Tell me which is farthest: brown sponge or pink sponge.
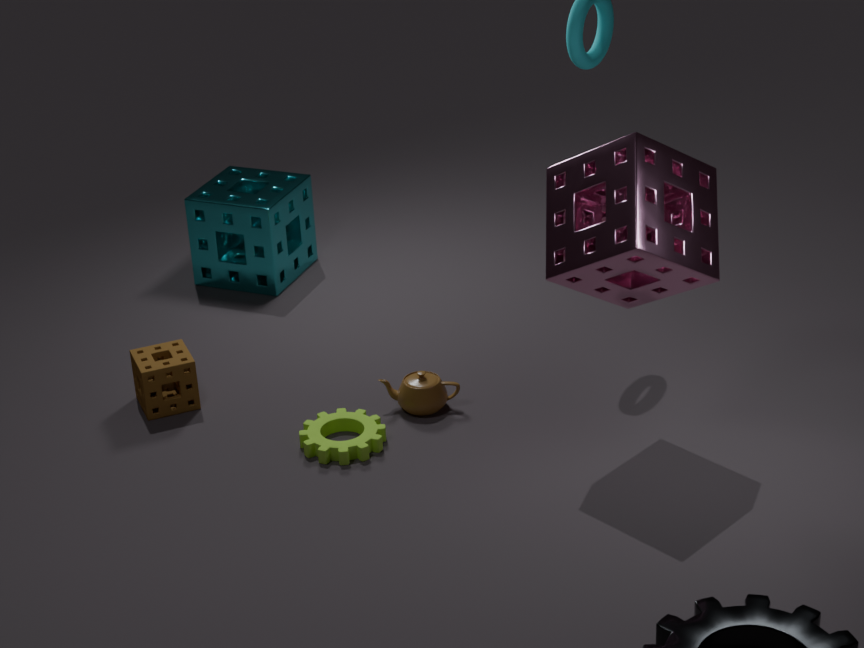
brown sponge
